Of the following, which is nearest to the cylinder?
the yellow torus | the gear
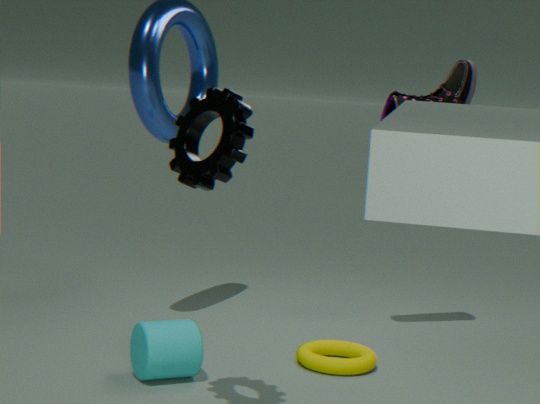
the yellow torus
